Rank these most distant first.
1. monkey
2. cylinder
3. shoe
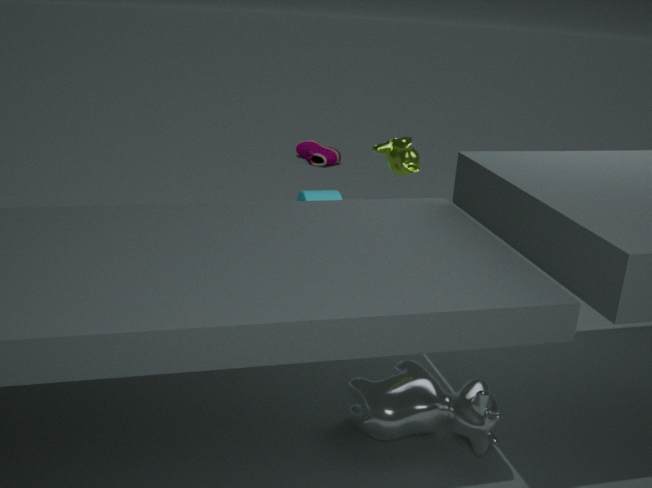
shoe → cylinder → monkey
